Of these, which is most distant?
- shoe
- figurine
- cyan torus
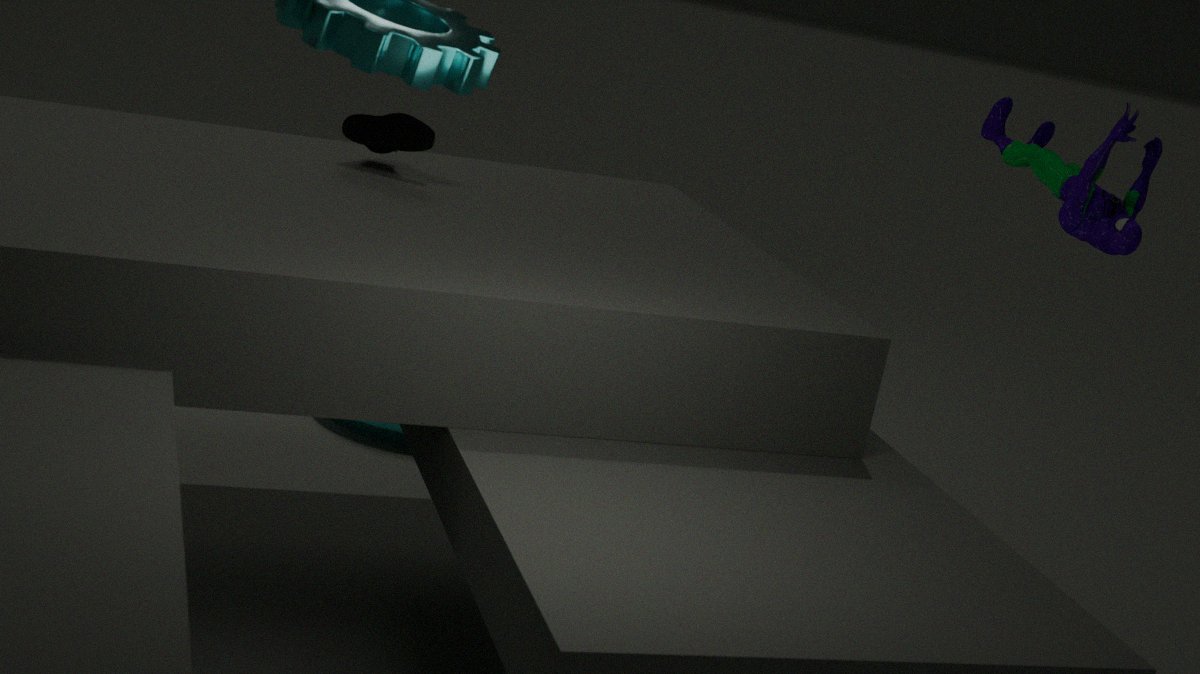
cyan torus
